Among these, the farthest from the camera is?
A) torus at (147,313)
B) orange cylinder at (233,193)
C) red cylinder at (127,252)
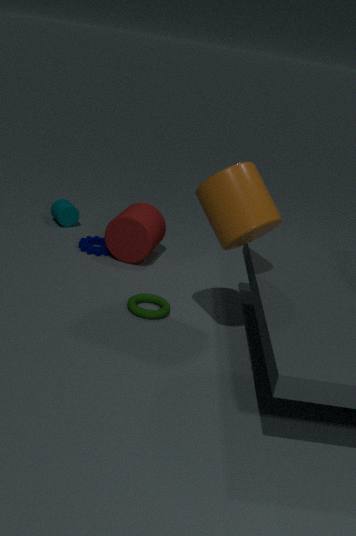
red cylinder at (127,252)
